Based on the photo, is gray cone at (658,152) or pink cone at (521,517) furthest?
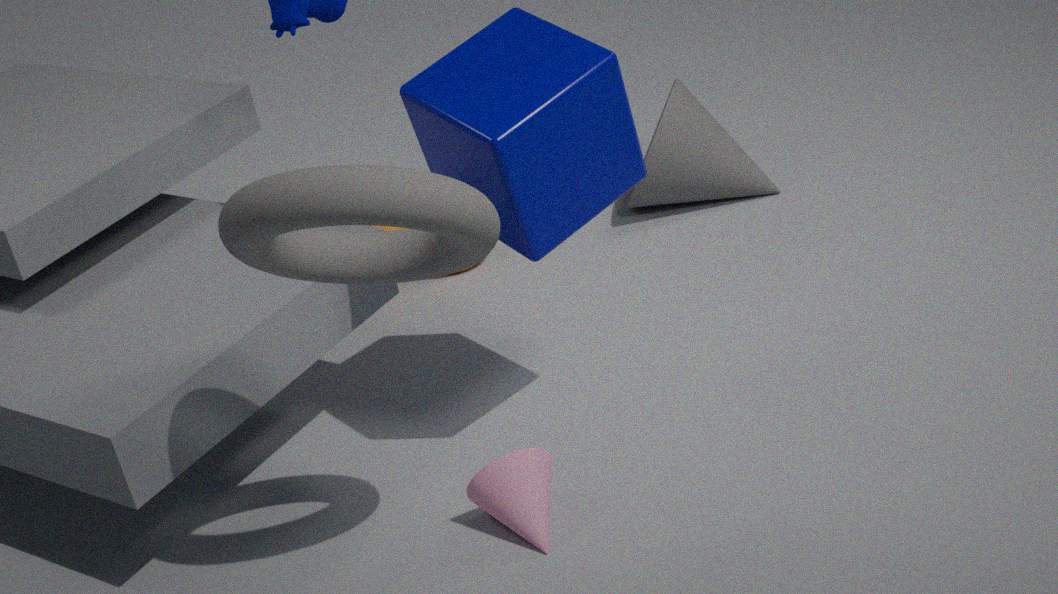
gray cone at (658,152)
